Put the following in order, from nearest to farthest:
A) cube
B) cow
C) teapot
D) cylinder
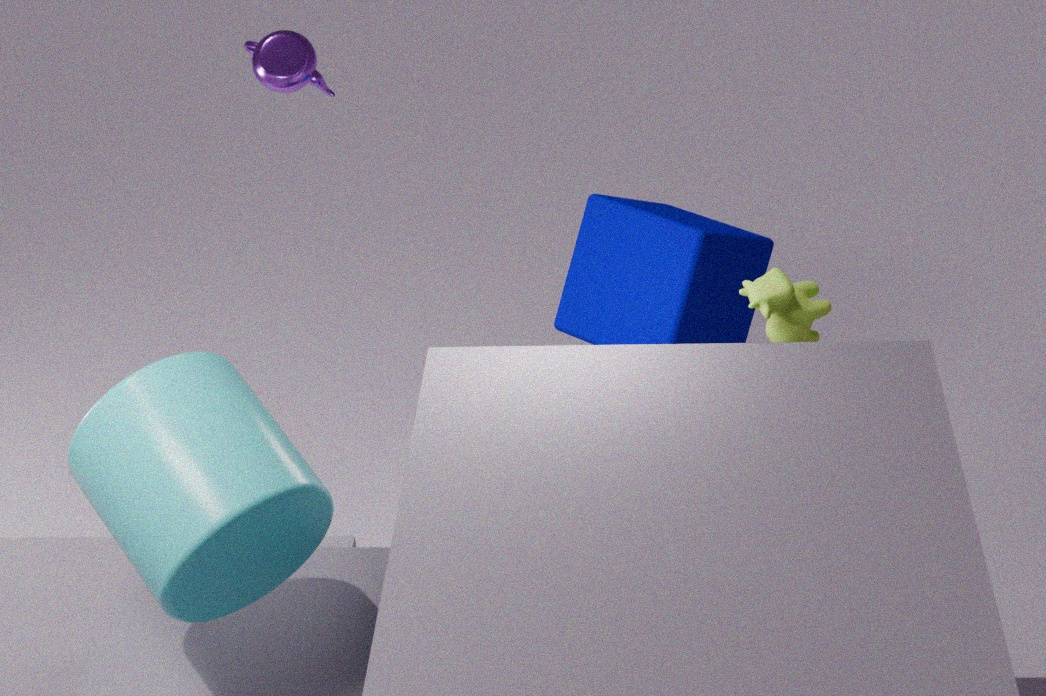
cylinder, cow, cube, teapot
